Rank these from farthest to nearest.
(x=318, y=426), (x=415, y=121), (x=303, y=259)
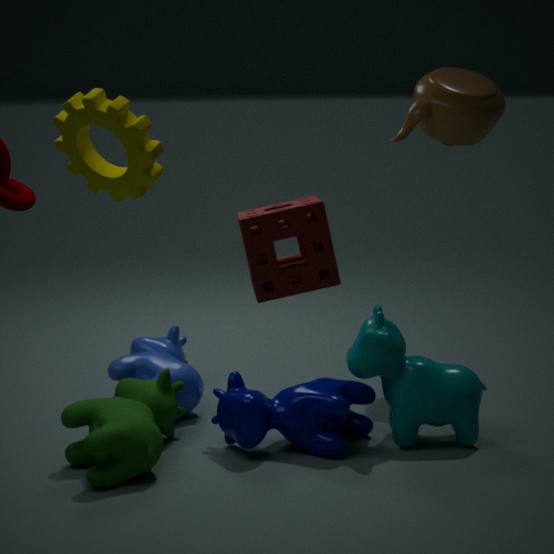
(x=415, y=121) < (x=318, y=426) < (x=303, y=259)
